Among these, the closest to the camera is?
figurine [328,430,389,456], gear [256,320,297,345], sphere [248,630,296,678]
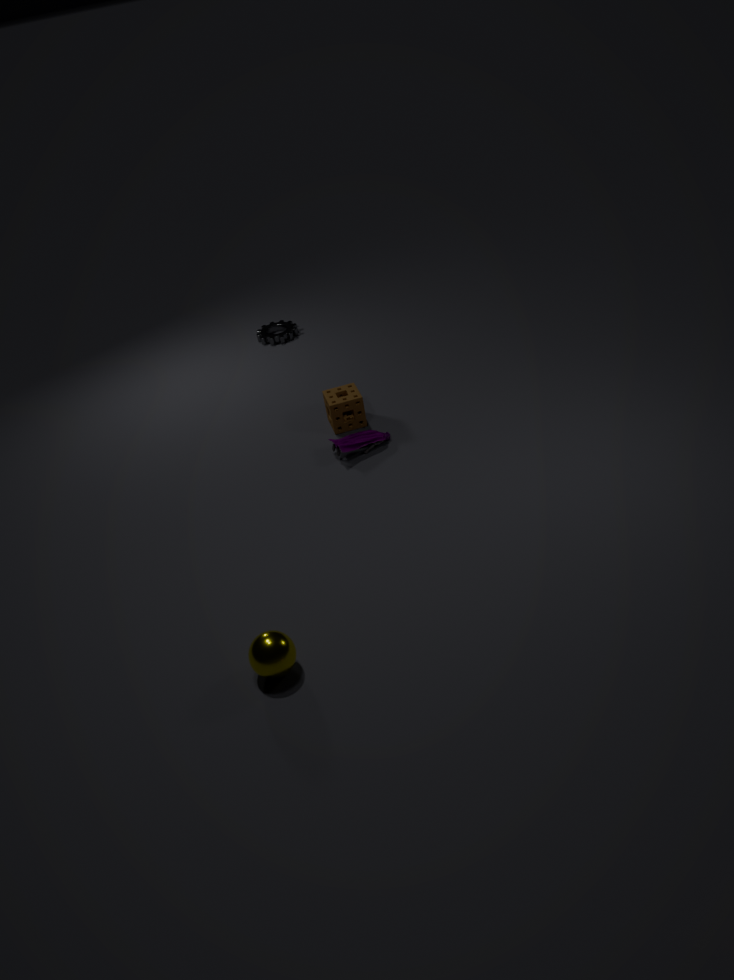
sphere [248,630,296,678]
